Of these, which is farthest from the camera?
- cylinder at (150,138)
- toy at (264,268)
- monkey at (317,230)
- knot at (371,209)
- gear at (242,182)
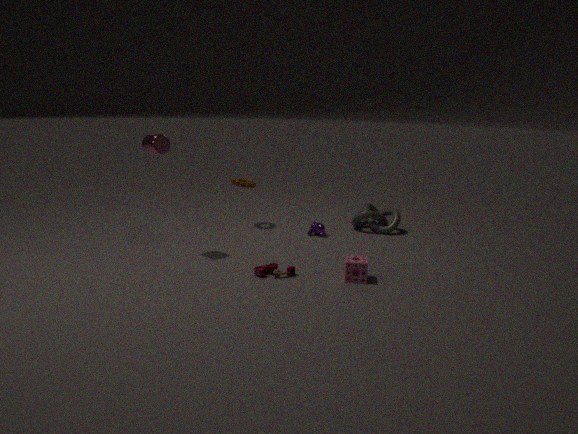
gear at (242,182)
